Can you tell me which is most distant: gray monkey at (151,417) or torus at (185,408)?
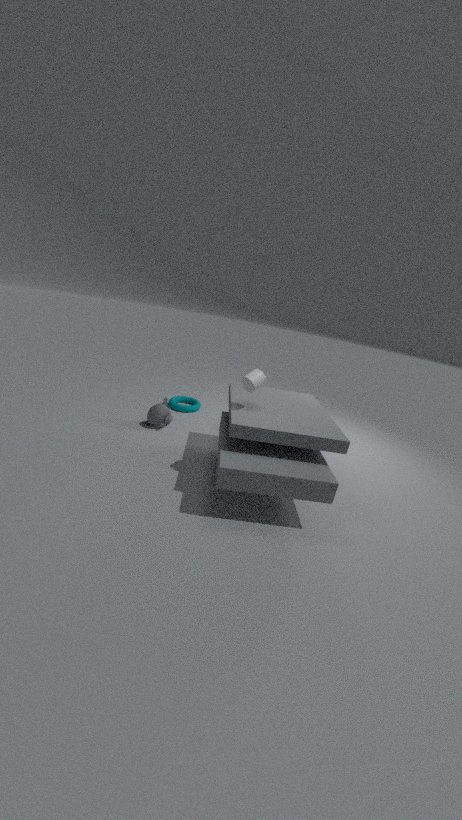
torus at (185,408)
